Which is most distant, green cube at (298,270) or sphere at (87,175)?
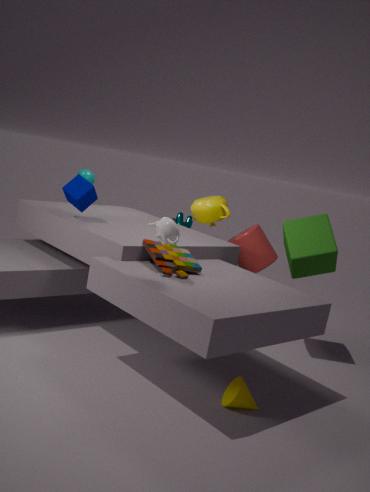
sphere at (87,175)
